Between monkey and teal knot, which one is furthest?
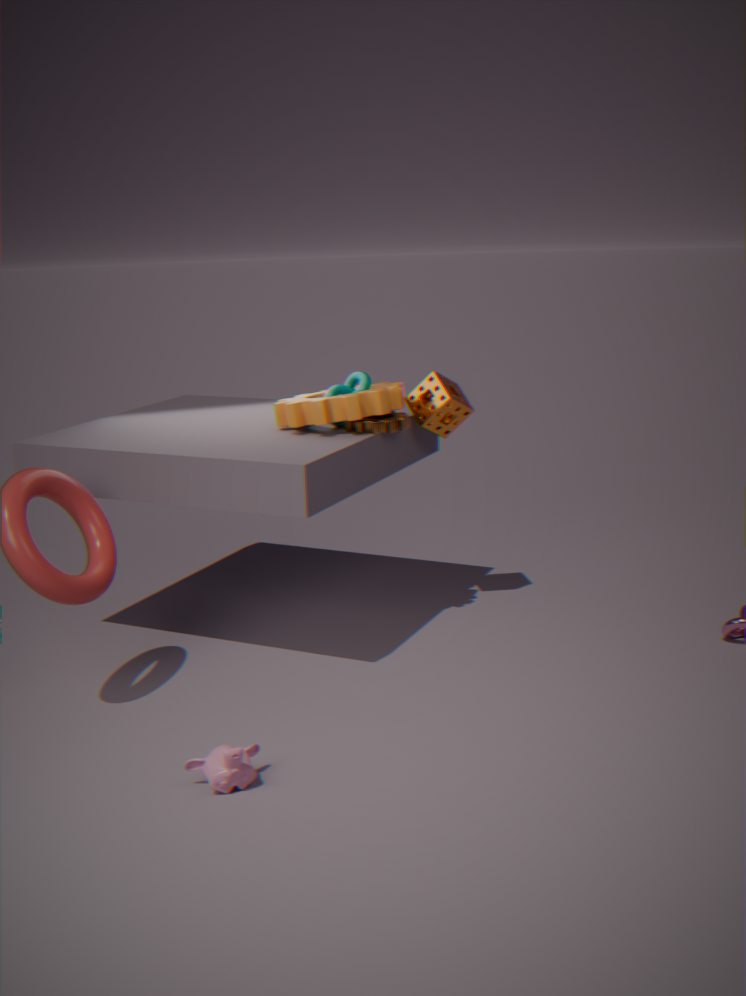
teal knot
